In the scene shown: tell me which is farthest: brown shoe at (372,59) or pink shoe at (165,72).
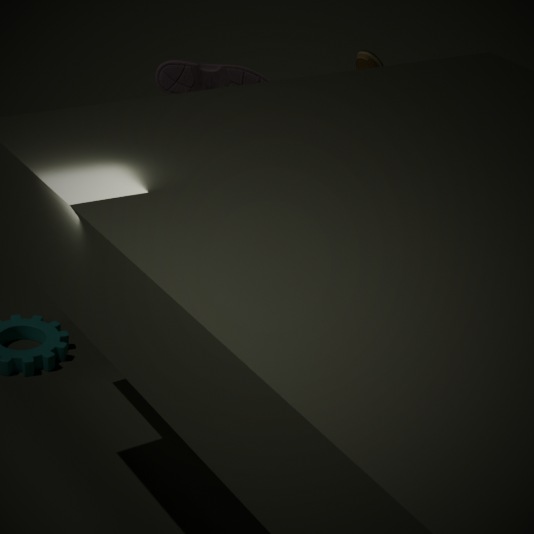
pink shoe at (165,72)
